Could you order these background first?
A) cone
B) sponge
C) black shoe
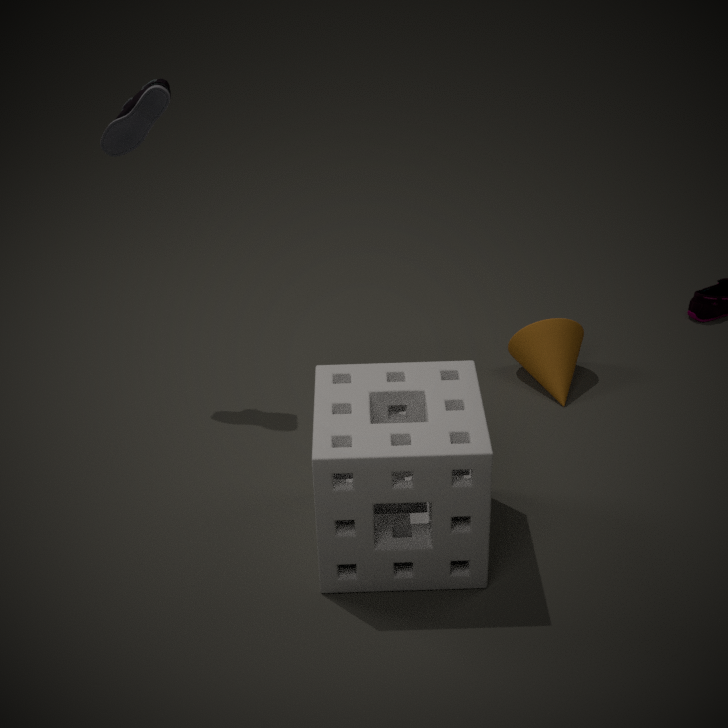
cone → black shoe → sponge
